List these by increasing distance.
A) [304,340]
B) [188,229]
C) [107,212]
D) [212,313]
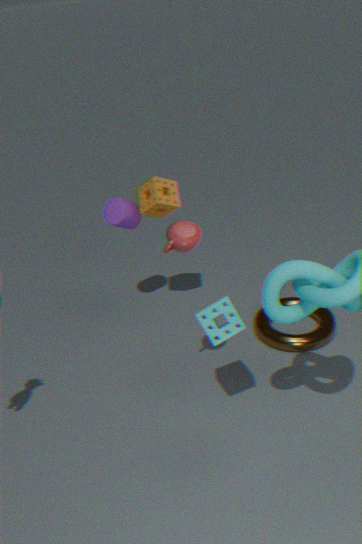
[188,229]
[212,313]
[304,340]
[107,212]
